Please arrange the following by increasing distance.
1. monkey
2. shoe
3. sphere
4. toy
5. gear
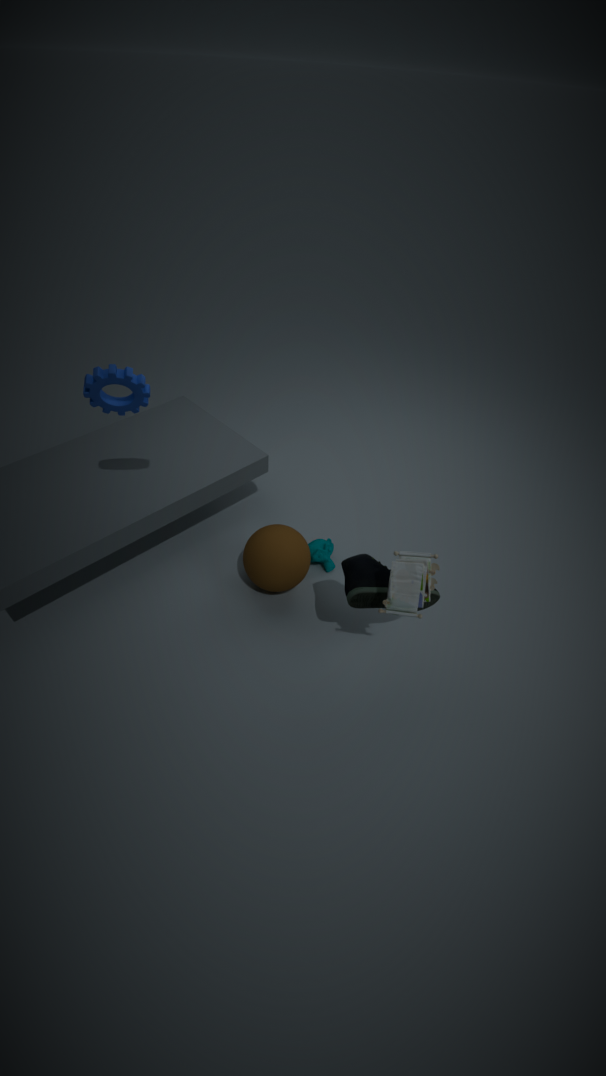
gear < toy < shoe < sphere < monkey
